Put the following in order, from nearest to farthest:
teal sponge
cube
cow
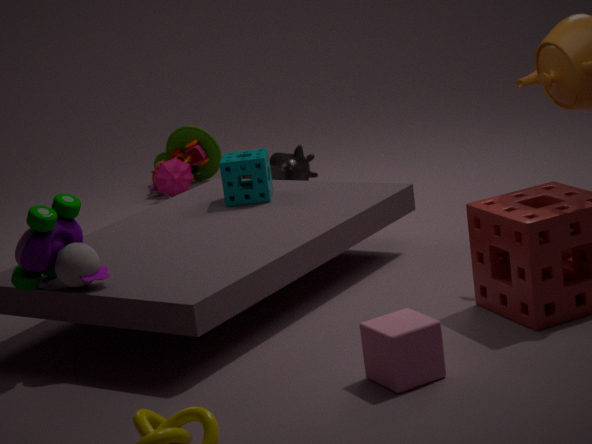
1. cube
2. teal sponge
3. cow
